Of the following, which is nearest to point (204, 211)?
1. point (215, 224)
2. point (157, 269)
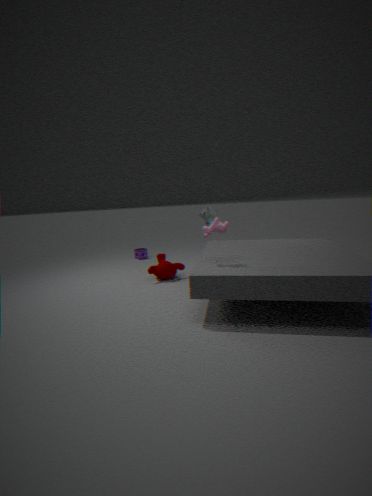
point (157, 269)
